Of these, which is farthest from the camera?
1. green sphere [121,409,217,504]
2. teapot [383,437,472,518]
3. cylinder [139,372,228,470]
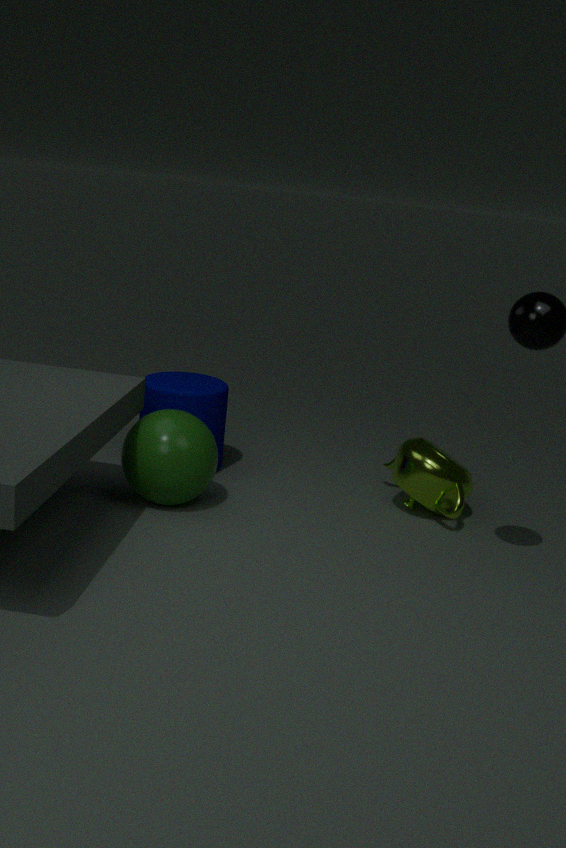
cylinder [139,372,228,470]
